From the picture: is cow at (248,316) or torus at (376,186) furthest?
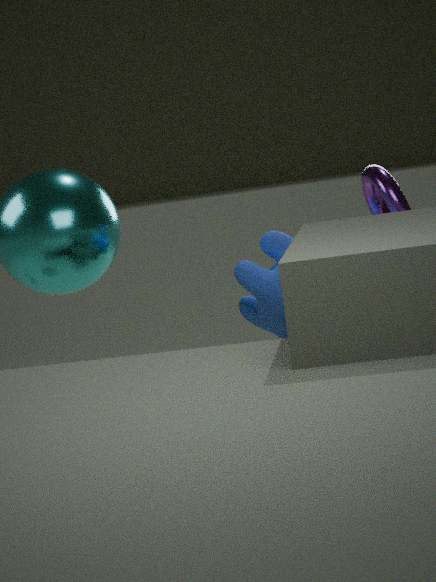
torus at (376,186)
